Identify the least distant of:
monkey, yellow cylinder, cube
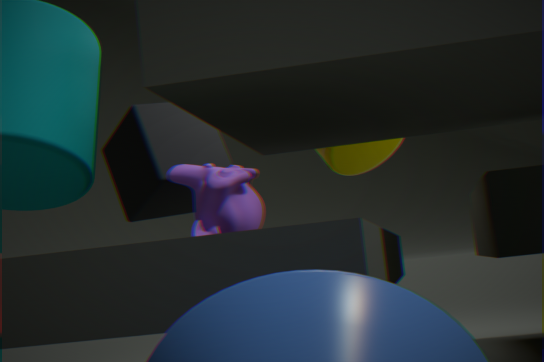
monkey
